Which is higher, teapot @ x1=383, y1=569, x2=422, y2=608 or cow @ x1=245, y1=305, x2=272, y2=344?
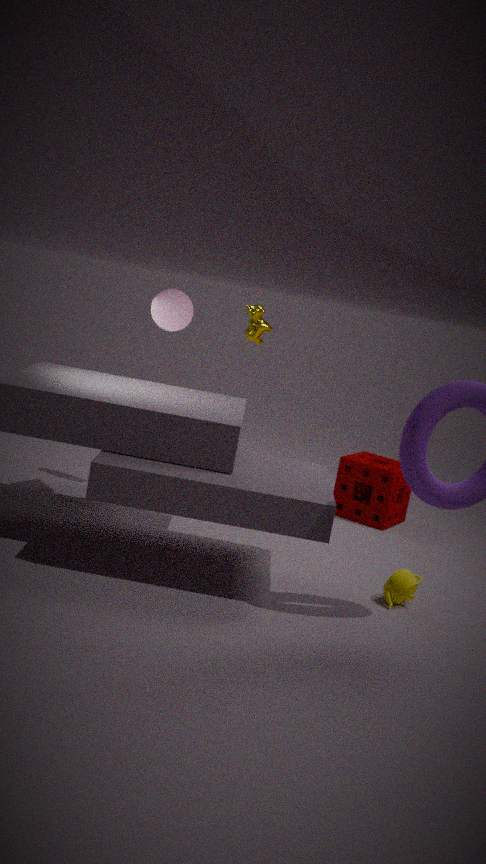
cow @ x1=245, y1=305, x2=272, y2=344
